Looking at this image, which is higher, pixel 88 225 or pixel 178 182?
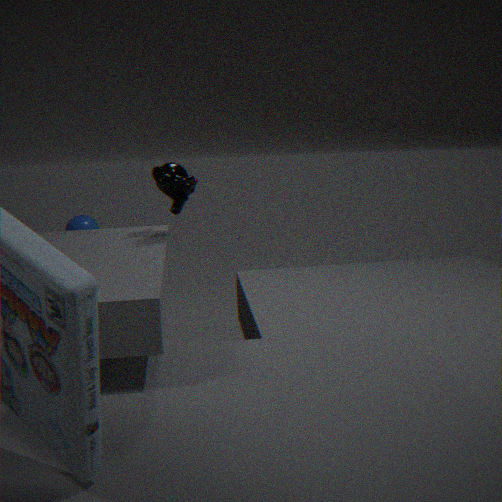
pixel 178 182
